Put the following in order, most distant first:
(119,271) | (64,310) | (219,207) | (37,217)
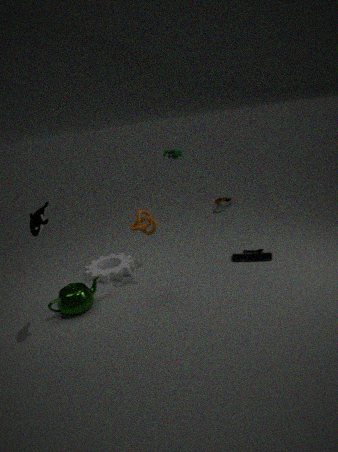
1. (219,207)
2. (119,271)
3. (64,310)
4. (37,217)
